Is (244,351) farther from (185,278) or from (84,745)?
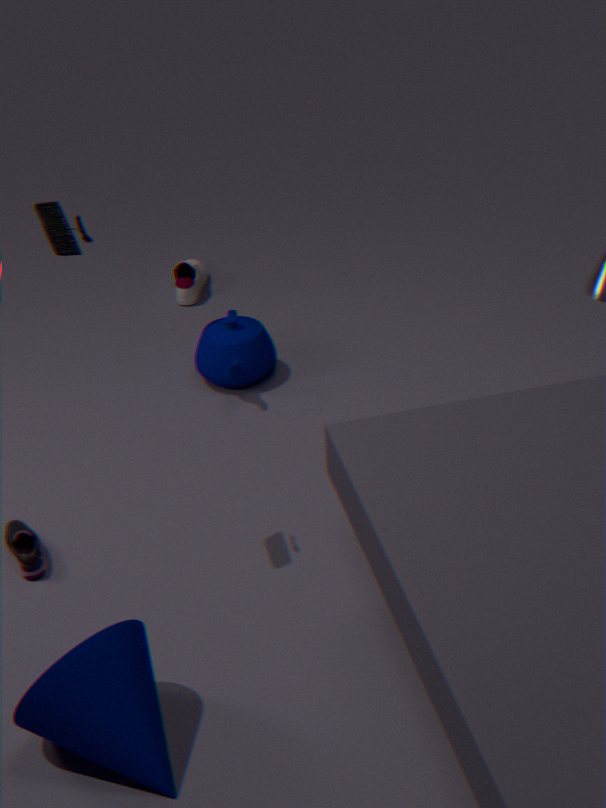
(84,745)
